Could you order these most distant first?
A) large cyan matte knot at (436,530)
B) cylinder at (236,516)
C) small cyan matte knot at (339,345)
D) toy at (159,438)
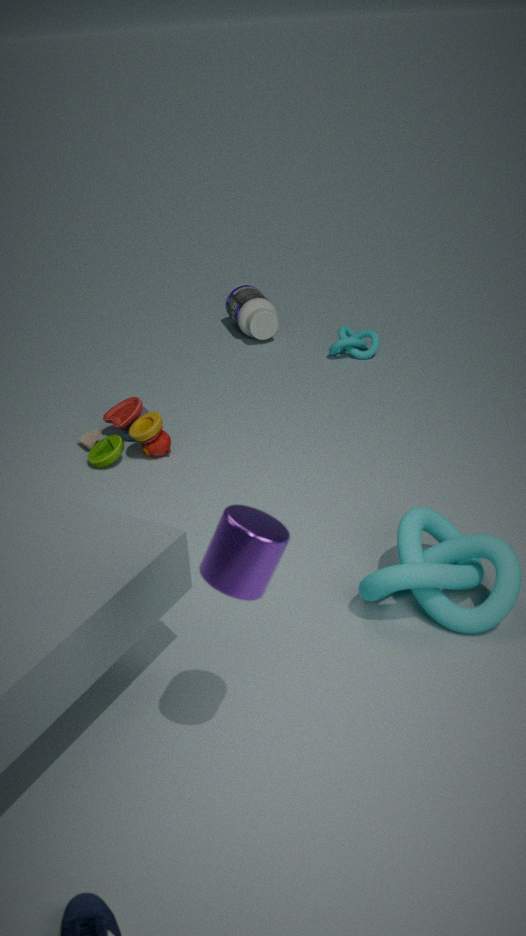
1. small cyan matte knot at (339,345)
2. toy at (159,438)
3. large cyan matte knot at (436,530)
4. cylinder at (236,516)
